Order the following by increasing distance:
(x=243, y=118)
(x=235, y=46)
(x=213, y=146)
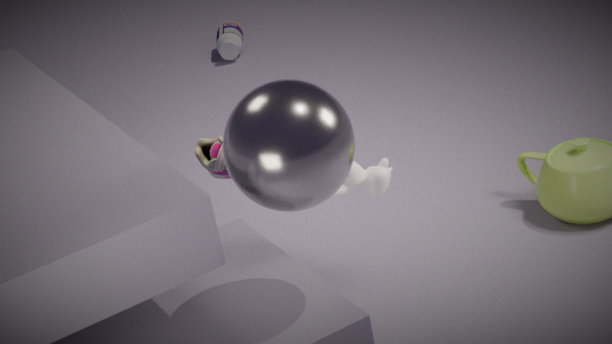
(x=243, y=118), (x=213, y=146), (x=235, y=46)
